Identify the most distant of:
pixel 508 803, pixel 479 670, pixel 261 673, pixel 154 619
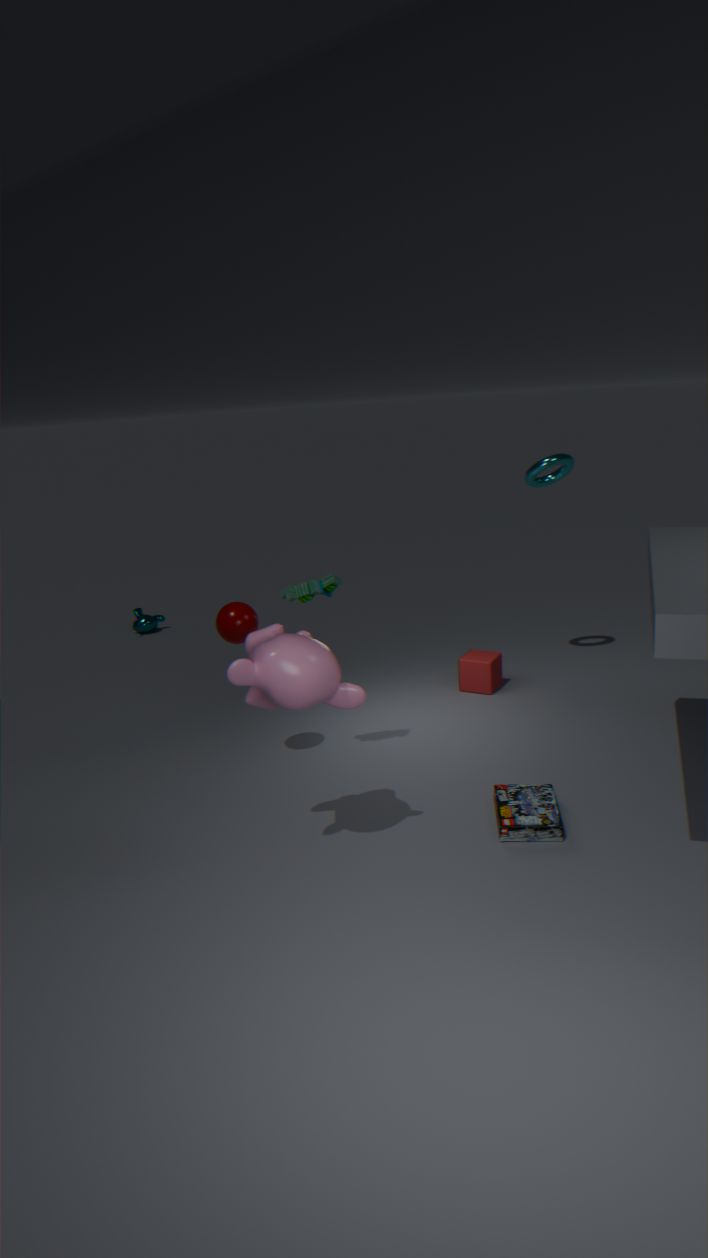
pixel 154 619
